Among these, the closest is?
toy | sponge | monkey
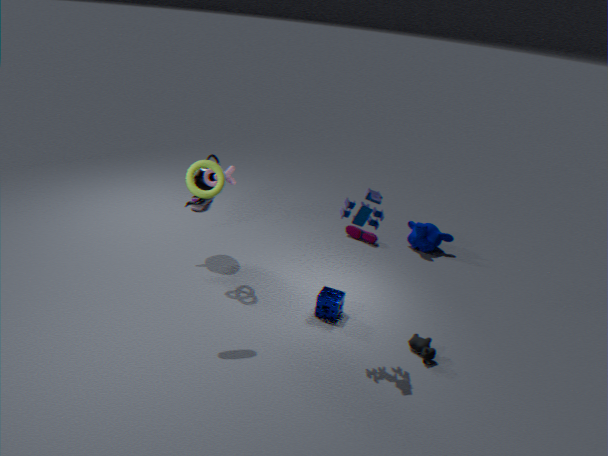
toy
